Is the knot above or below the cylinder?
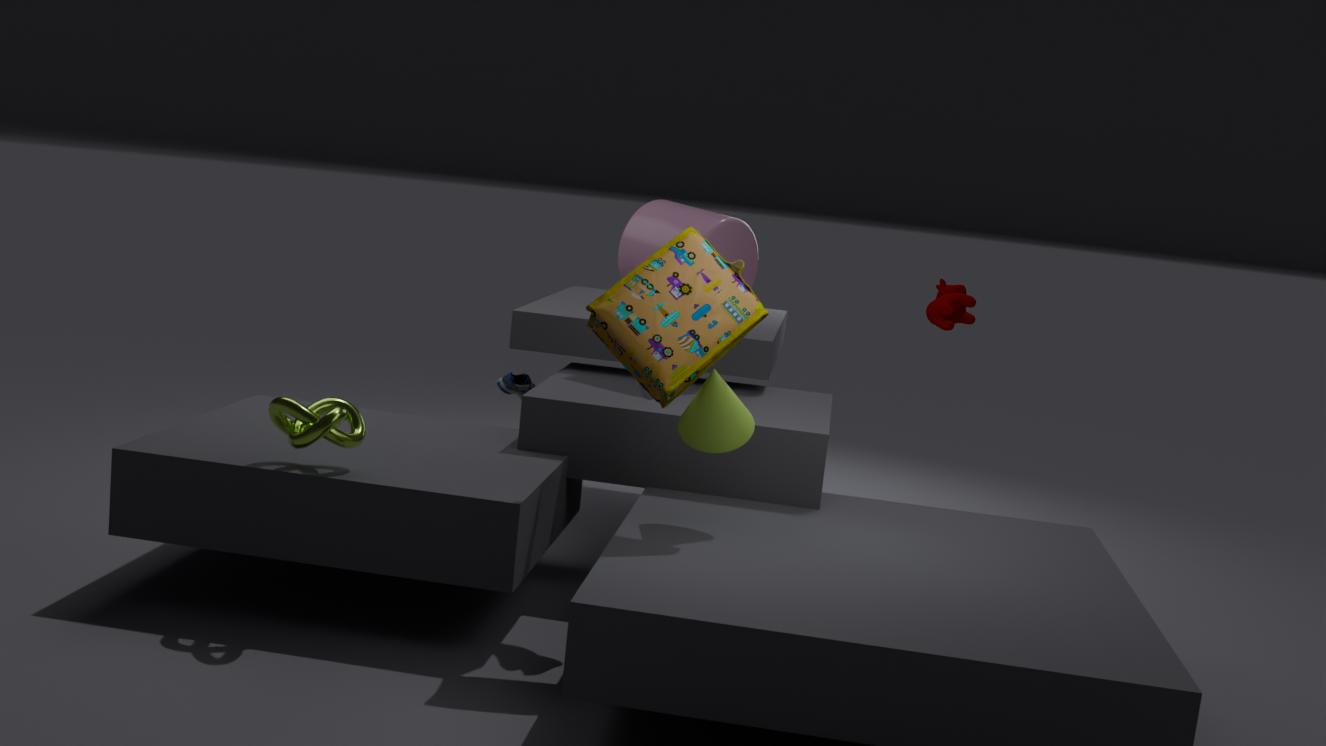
below
